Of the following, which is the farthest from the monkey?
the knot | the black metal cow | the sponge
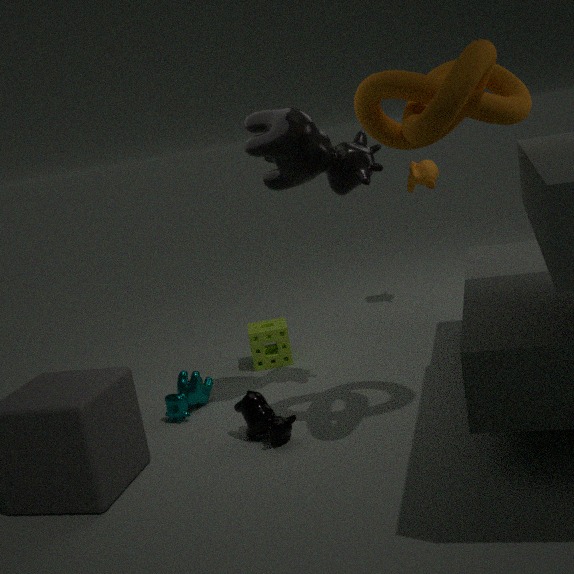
the black metal cow
